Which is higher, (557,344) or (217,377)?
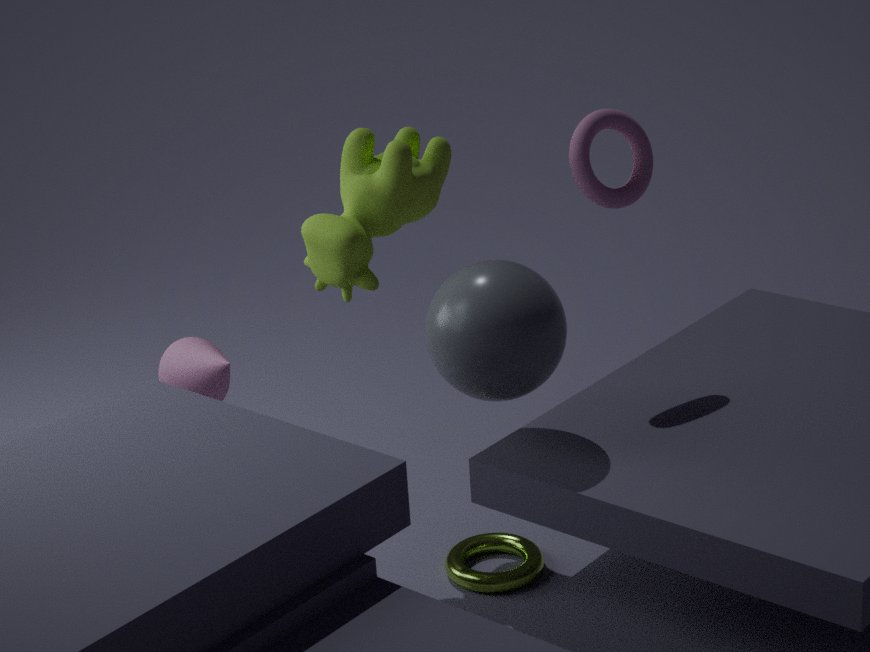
(557,344)
